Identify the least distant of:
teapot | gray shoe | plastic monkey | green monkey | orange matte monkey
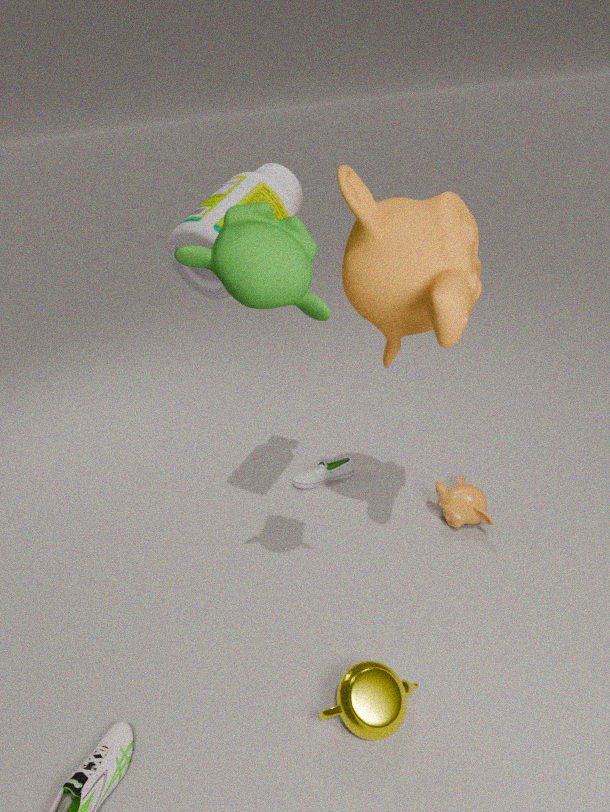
green monkey
